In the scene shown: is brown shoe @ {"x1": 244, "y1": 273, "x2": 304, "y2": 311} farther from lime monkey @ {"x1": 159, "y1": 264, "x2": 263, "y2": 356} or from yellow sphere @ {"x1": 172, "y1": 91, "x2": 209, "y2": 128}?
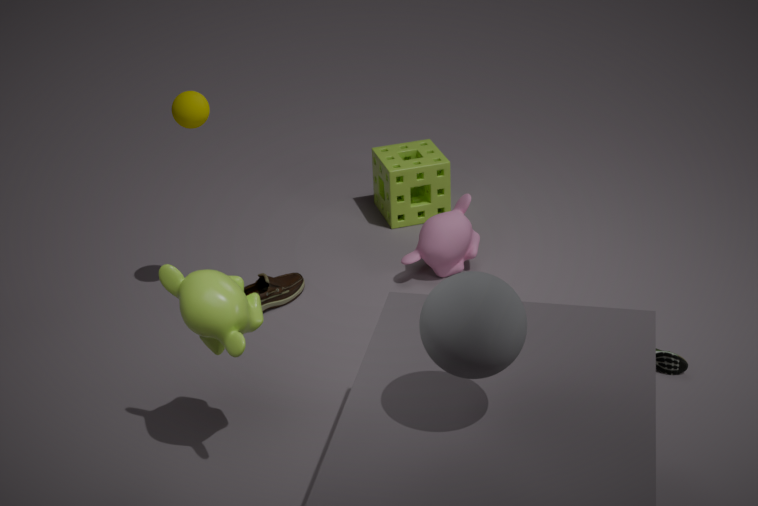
lime monkey @ {"x1": 159, "y1": 264, "x2": 263, "y2": 356}
